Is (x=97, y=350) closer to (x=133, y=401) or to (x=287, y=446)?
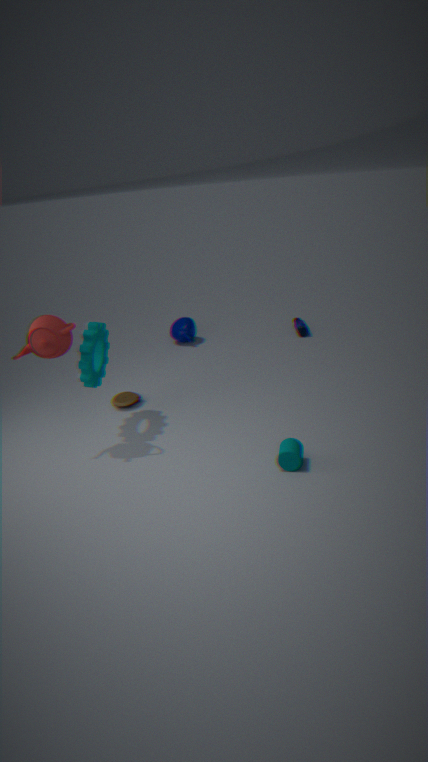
(x=133, y=401)
